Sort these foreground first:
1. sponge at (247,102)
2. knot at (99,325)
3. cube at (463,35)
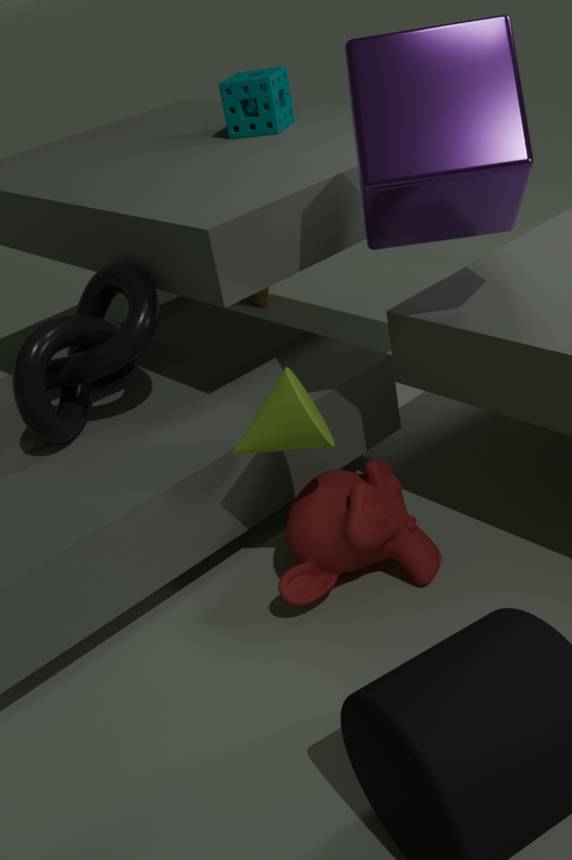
1. cube at (463,35)
2. knot at (99,325)
3. sponge at (247,102)
